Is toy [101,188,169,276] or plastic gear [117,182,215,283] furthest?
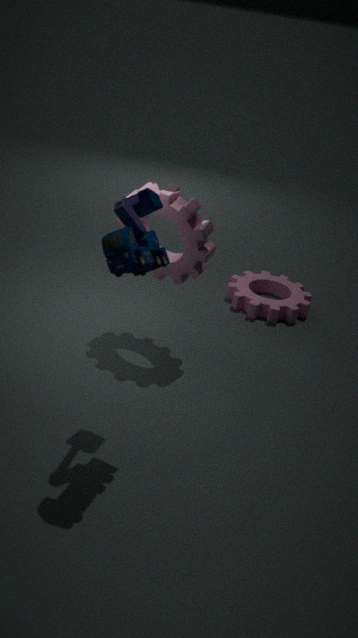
plastic gear [117,182,215,283]
